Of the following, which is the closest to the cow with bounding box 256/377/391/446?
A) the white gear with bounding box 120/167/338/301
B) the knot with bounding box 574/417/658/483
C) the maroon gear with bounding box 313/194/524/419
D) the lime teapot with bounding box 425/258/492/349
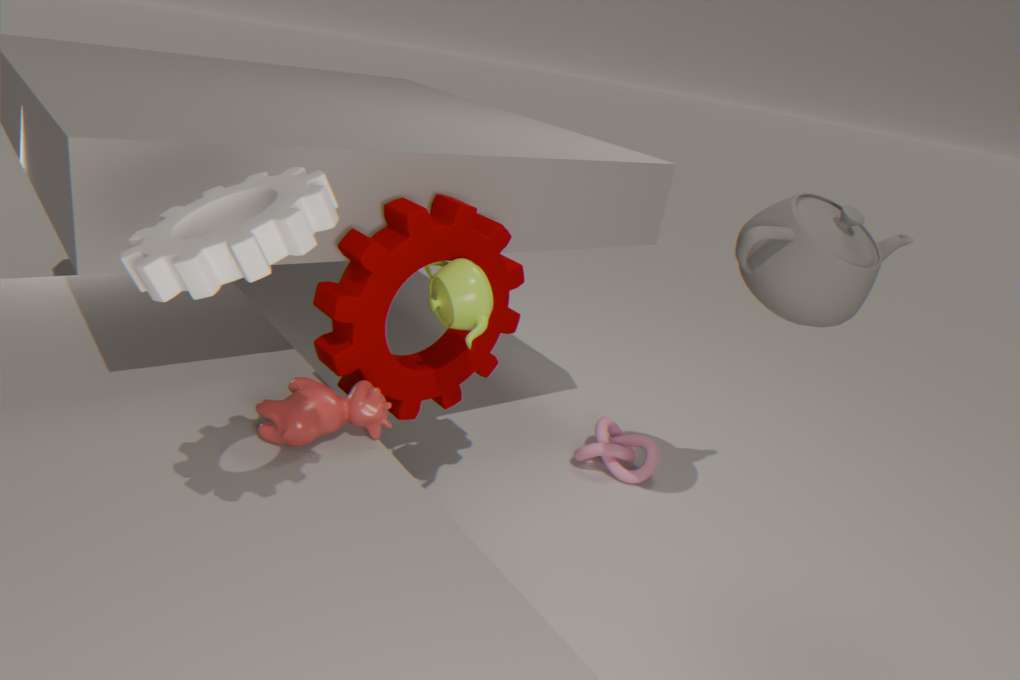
the maroon gear with bounding box 313/194/524/419
